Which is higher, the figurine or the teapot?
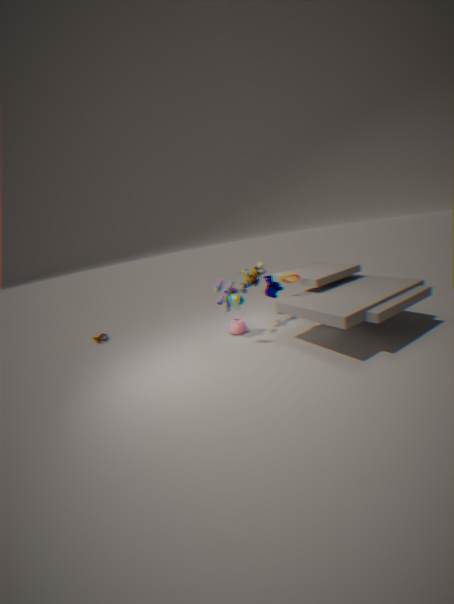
the figurine
